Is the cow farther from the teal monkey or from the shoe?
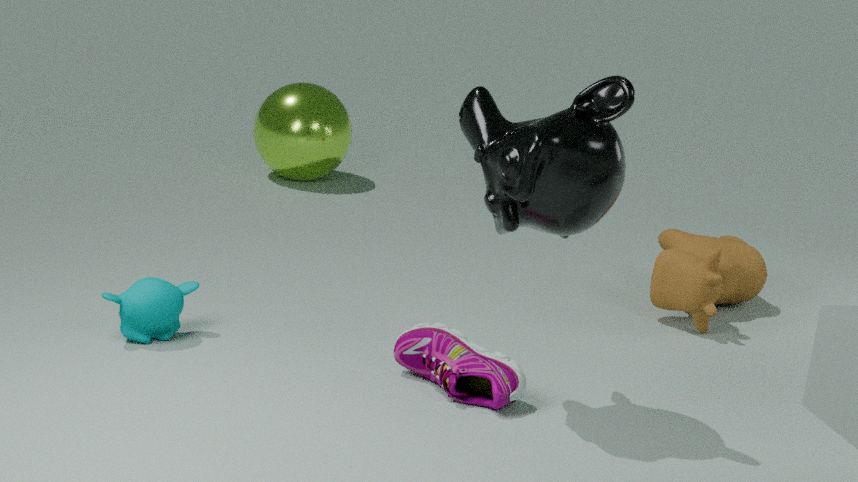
the teal monkey
